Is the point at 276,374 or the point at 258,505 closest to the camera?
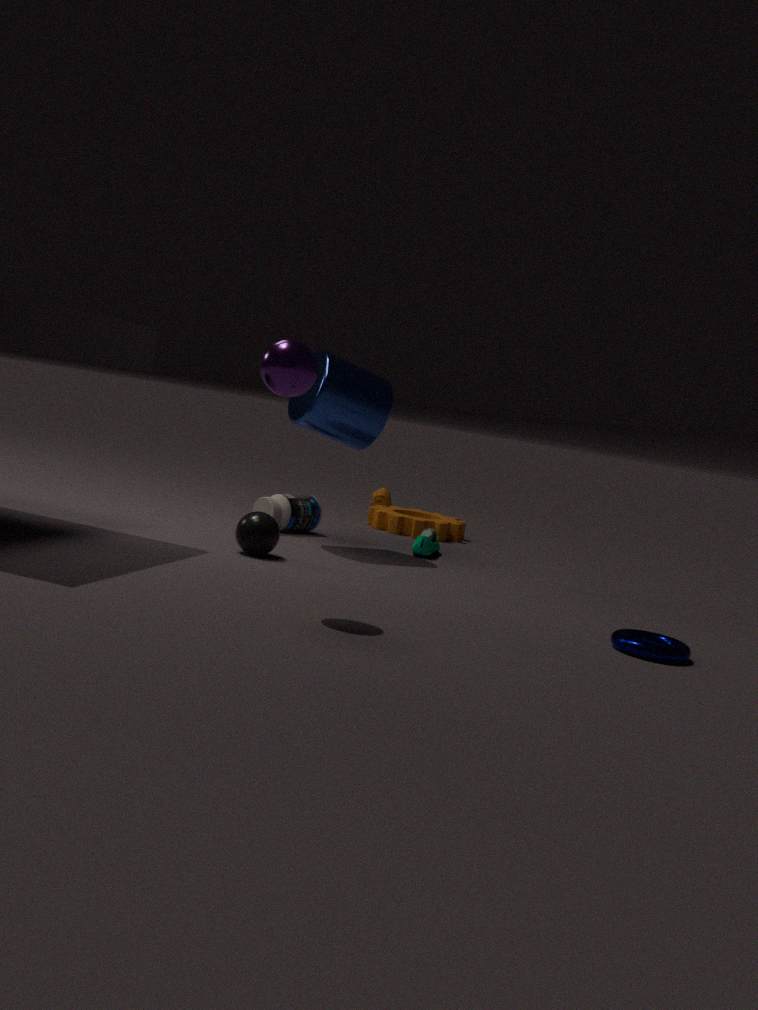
the point at 276,374
